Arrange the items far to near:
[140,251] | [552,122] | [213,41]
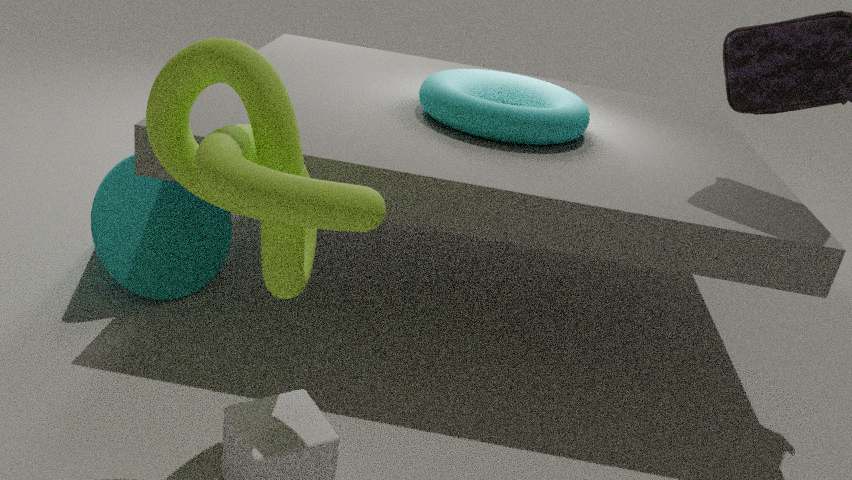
[552,122] → [140,251] → [213,41]
